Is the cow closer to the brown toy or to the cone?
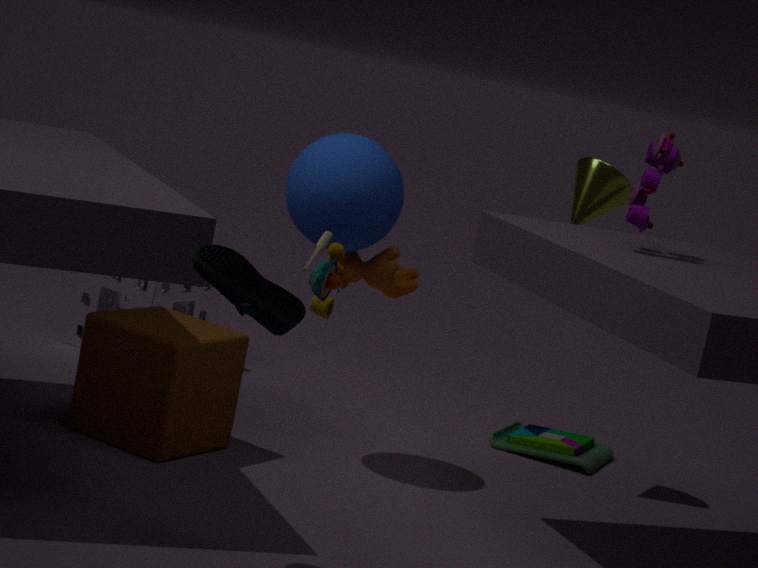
the cone
